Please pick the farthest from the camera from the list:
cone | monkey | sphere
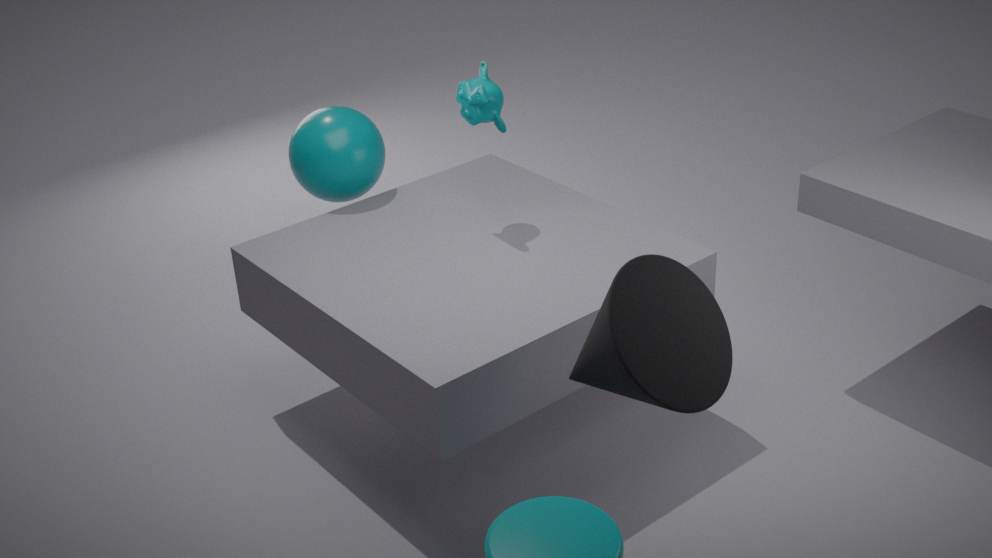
sphere
